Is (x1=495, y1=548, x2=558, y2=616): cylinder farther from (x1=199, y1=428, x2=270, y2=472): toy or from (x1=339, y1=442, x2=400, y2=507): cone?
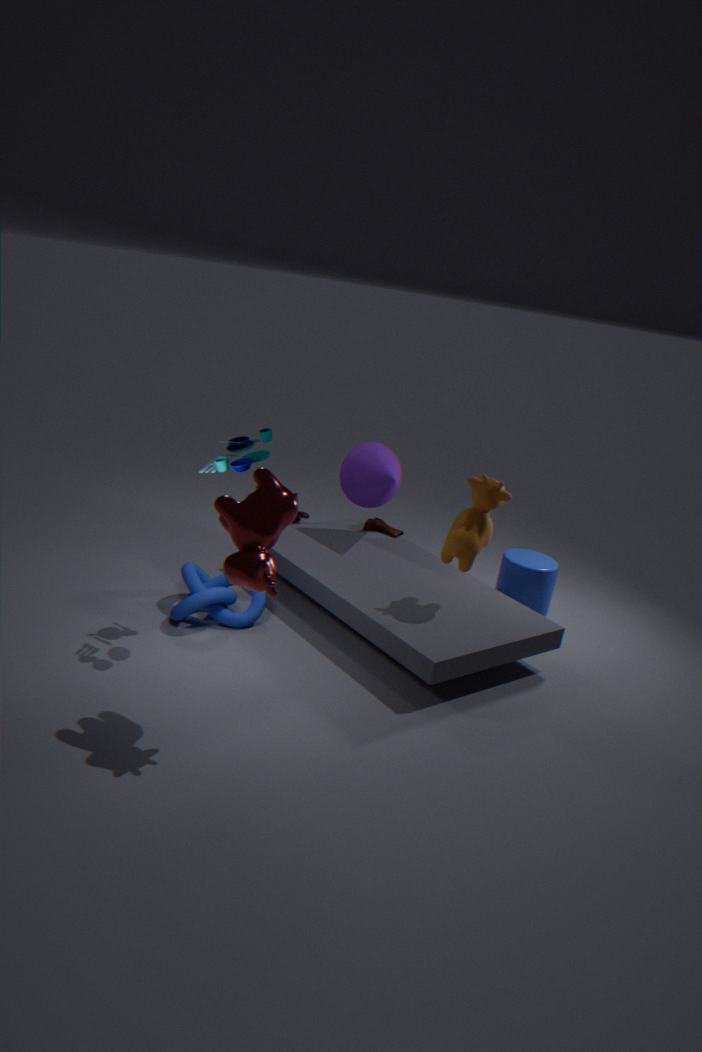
(x1=199, y1=428, x2=270, y2=472): toy
